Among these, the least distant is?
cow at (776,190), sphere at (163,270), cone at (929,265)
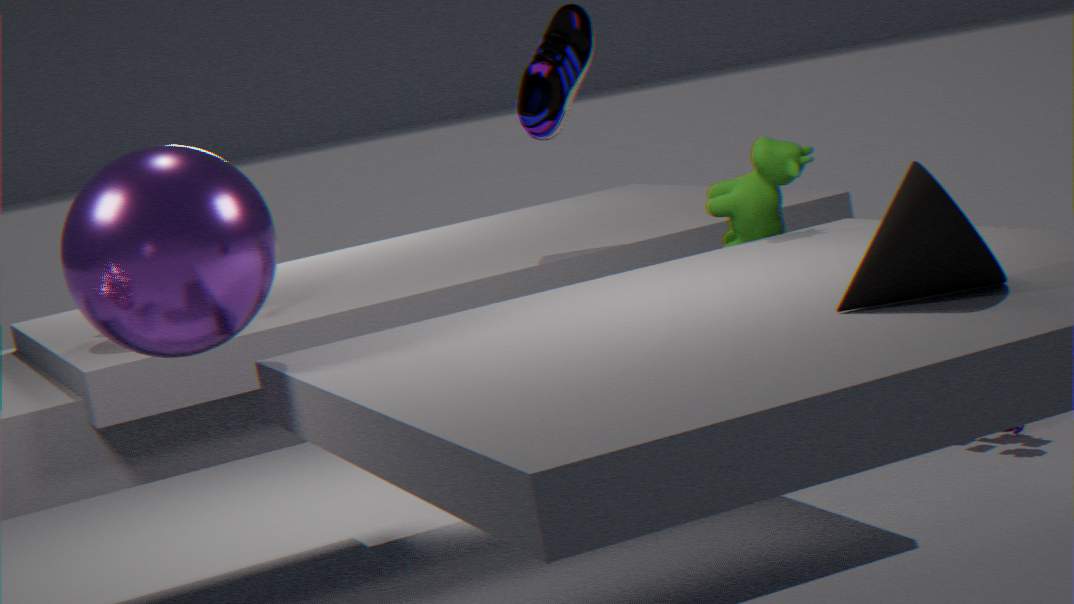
cone at (929,265)
